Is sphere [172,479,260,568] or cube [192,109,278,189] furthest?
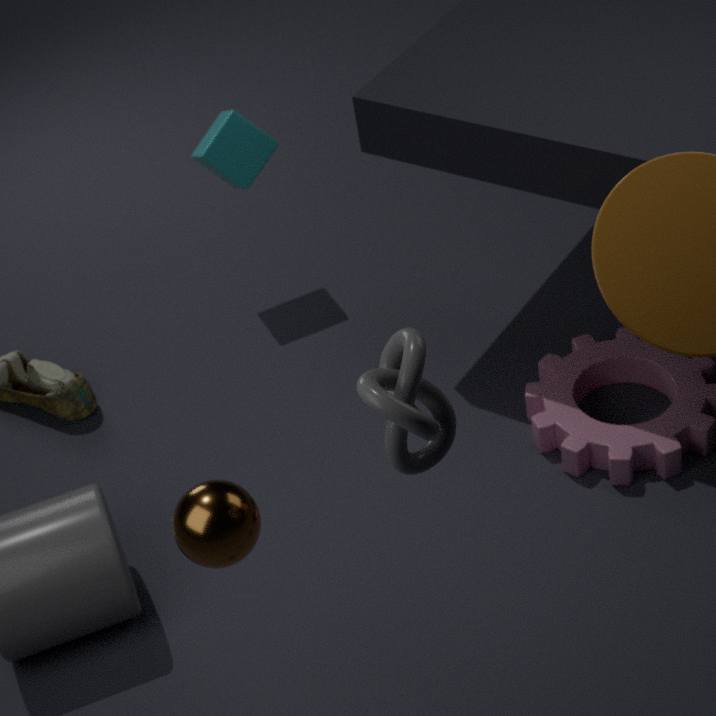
cube [192,109,278,189]
